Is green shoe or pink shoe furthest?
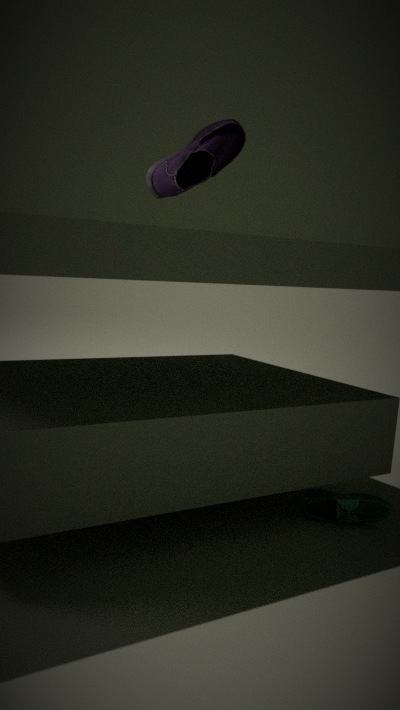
pink shoe
